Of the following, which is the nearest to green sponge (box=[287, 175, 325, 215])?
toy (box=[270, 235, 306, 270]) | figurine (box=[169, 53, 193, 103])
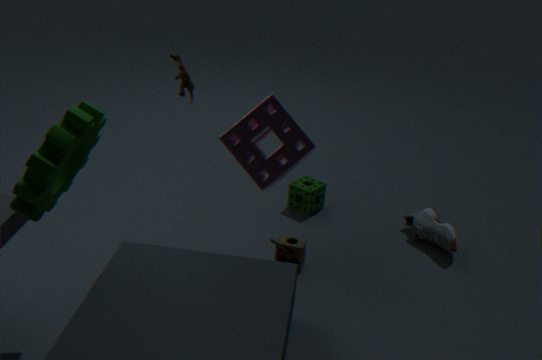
toy (box=[270, 235, 306, 270])
